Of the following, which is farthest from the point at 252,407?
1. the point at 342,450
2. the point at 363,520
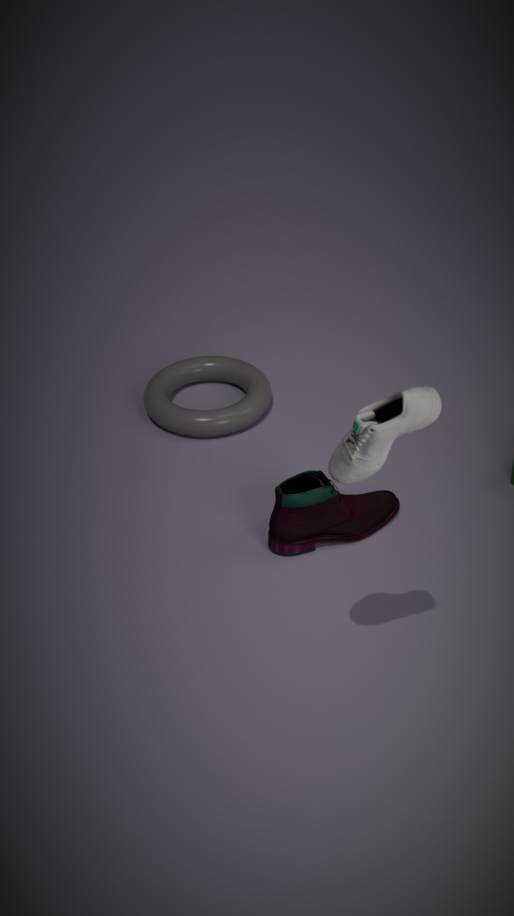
the point at 342,450
